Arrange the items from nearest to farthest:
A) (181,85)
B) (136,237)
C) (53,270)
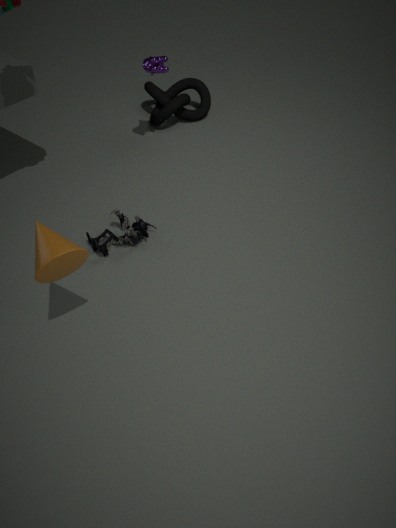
(53,270) → (136,237) → (181,85)
